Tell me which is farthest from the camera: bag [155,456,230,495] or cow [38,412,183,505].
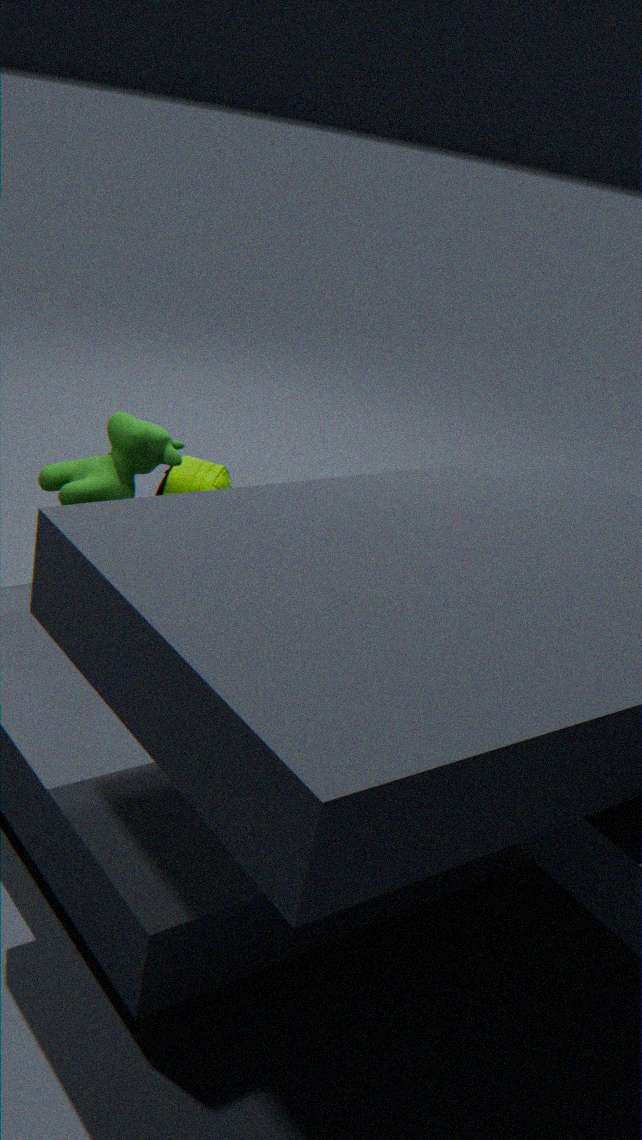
bag [155,456,230,495]
